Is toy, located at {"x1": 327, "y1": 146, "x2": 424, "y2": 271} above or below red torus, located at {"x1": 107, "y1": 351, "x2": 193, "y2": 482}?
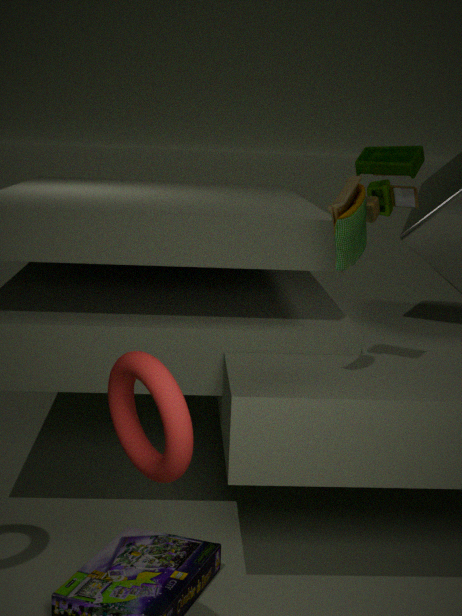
Answer: above
